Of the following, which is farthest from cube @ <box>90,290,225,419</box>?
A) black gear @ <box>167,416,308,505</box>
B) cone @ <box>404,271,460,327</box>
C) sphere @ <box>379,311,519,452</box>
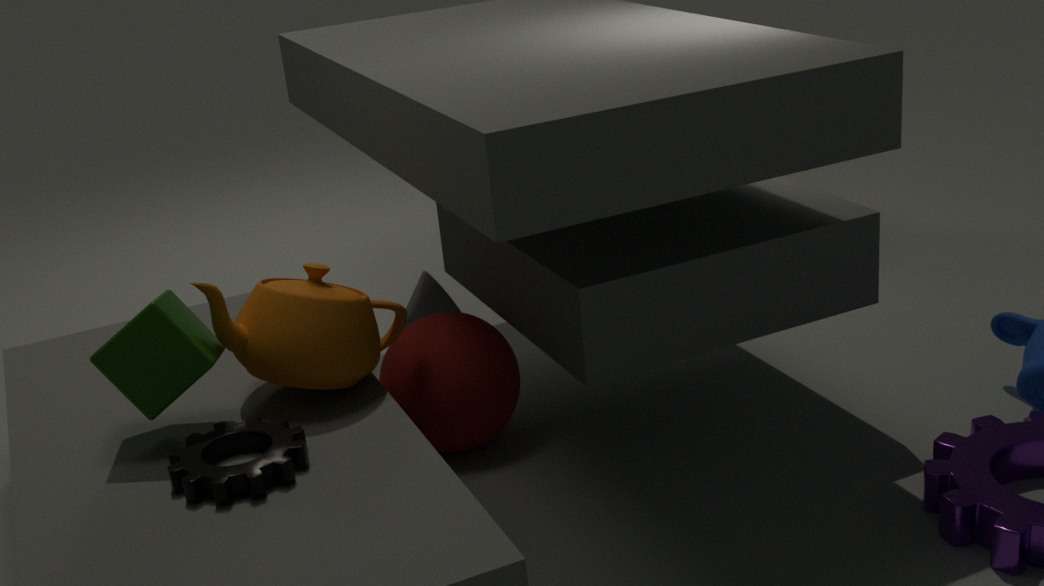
cone @ <box>404,271,460,327</box>
